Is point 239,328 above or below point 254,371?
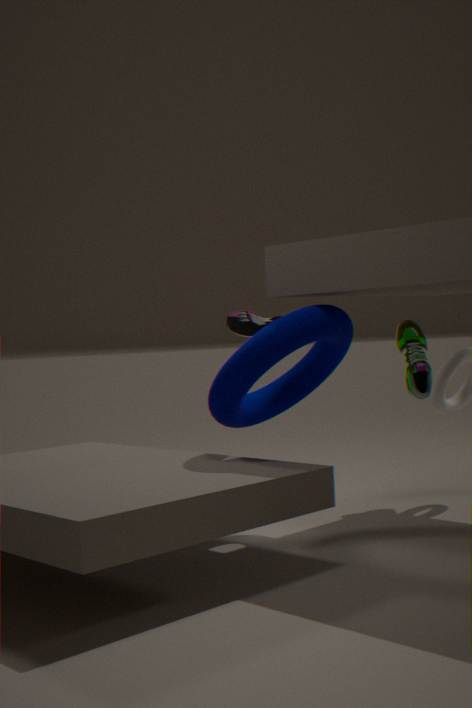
above
